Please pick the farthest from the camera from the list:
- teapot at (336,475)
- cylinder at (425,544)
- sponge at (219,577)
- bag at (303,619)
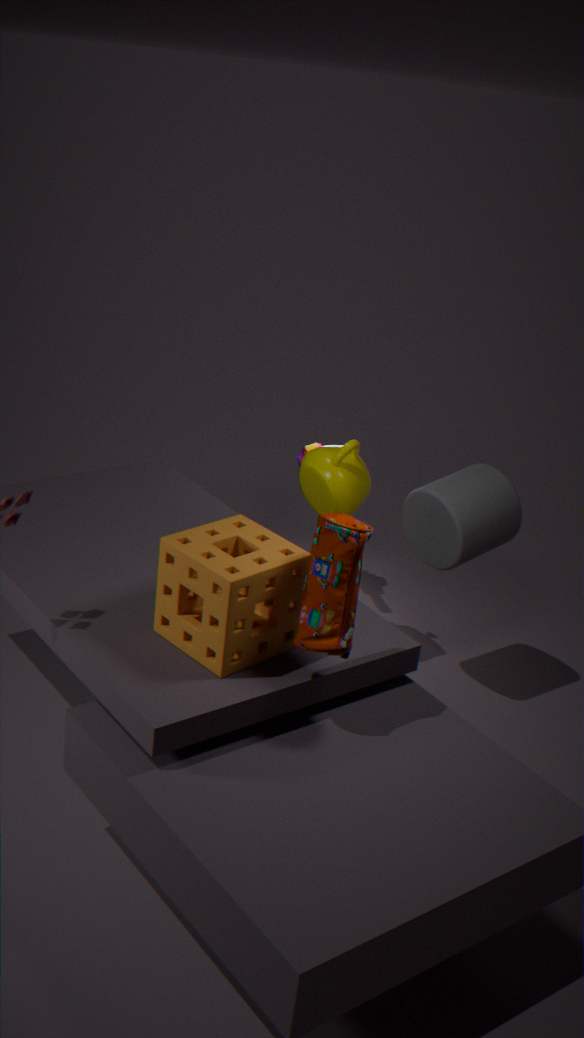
teapot at (336,475)
